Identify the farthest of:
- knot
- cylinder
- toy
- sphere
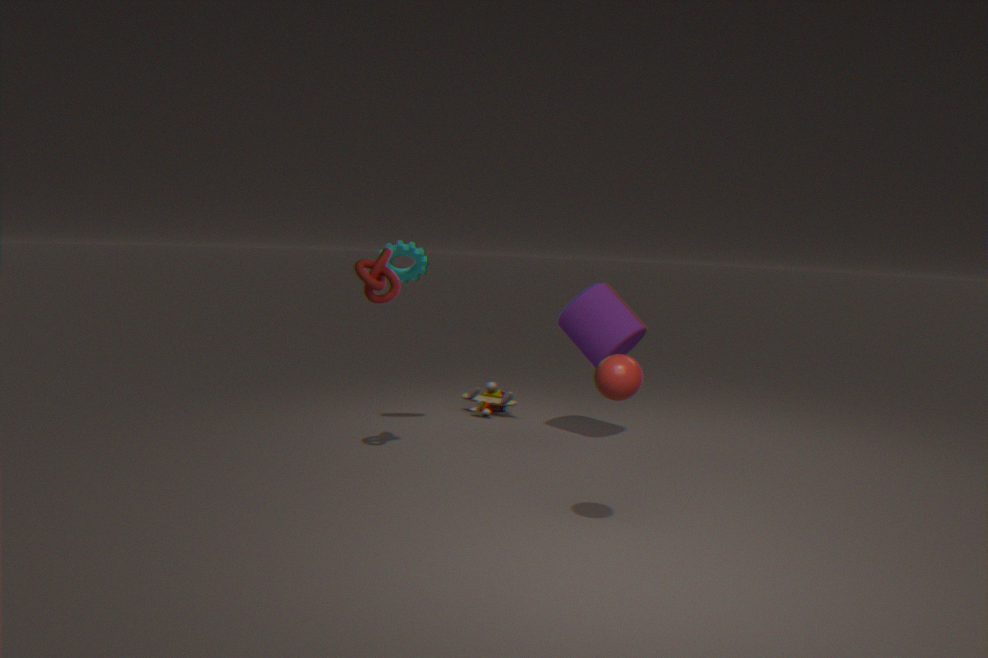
toy
